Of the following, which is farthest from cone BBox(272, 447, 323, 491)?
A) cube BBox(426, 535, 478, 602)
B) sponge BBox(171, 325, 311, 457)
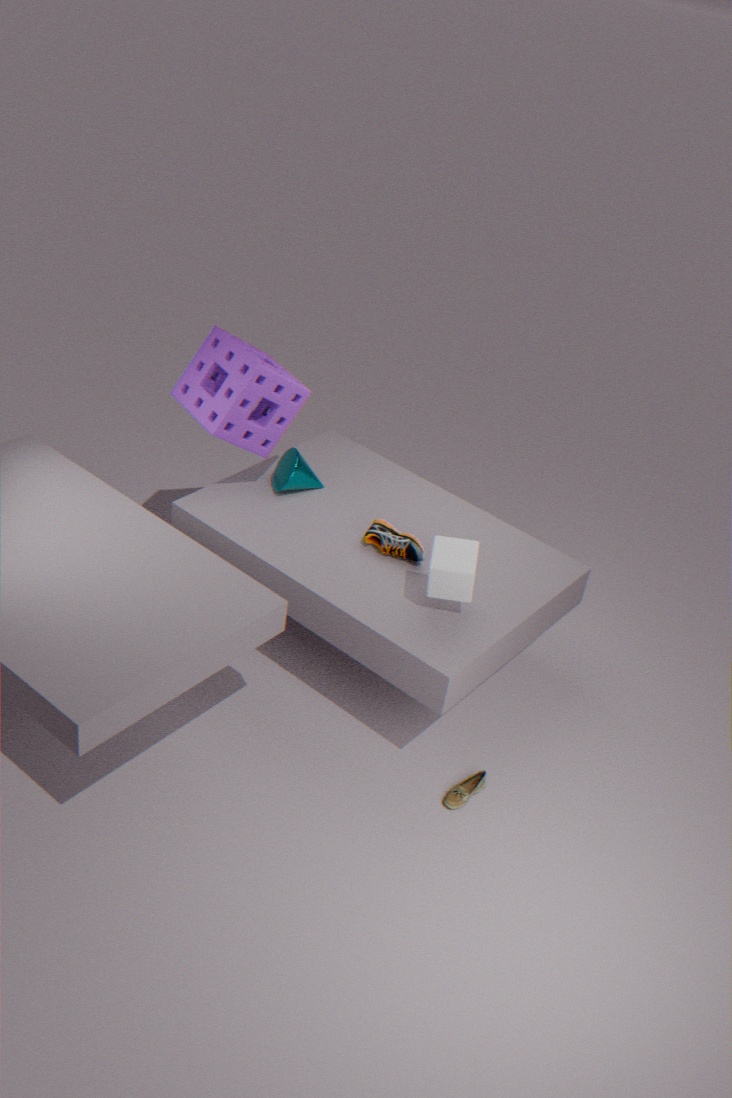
cube BBox(426, 535, 478, 602)
